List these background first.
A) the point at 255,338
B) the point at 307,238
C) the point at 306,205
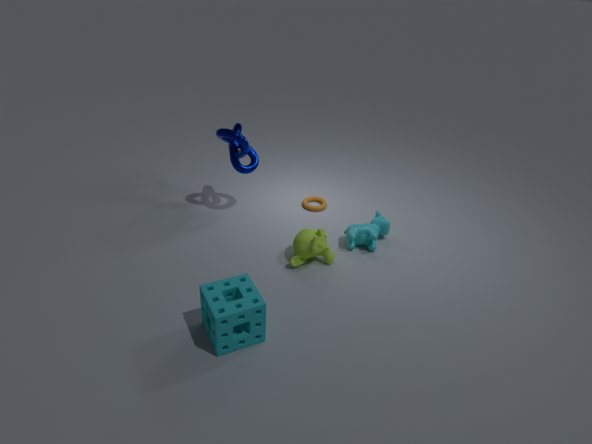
the point at 306,205 → the point at 307,238 → the point at 255,338
